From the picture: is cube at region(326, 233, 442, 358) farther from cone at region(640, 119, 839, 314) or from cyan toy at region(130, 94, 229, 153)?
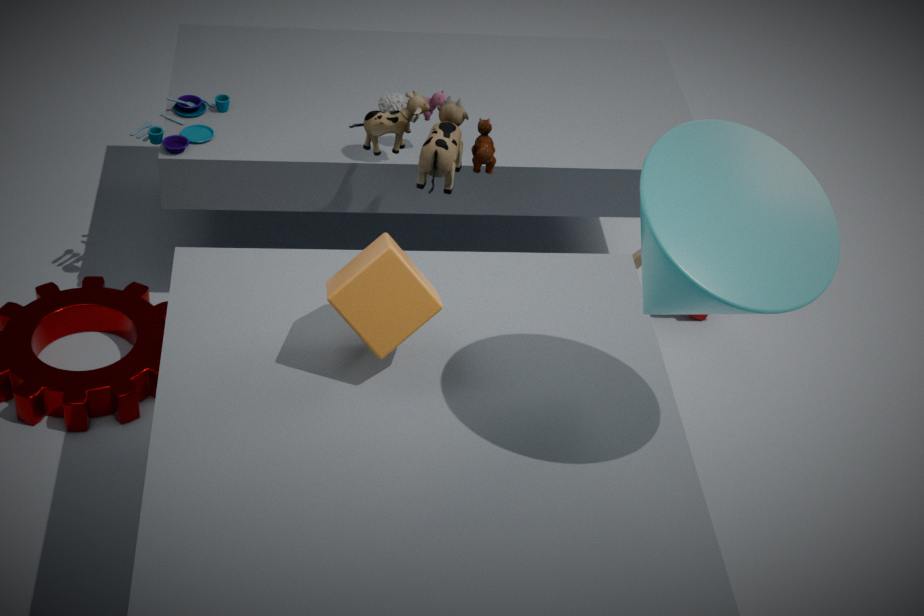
cyan toy at region(130, 94, 229, 153)
